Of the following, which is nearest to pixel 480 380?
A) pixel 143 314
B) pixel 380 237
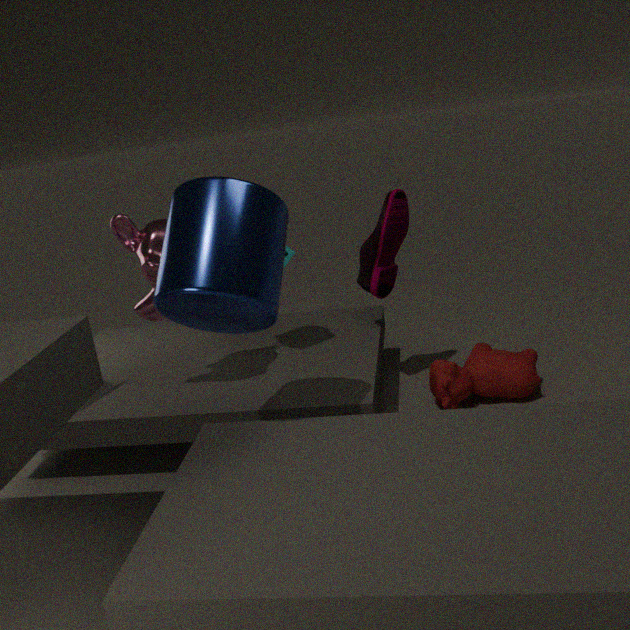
pixel 380 237
